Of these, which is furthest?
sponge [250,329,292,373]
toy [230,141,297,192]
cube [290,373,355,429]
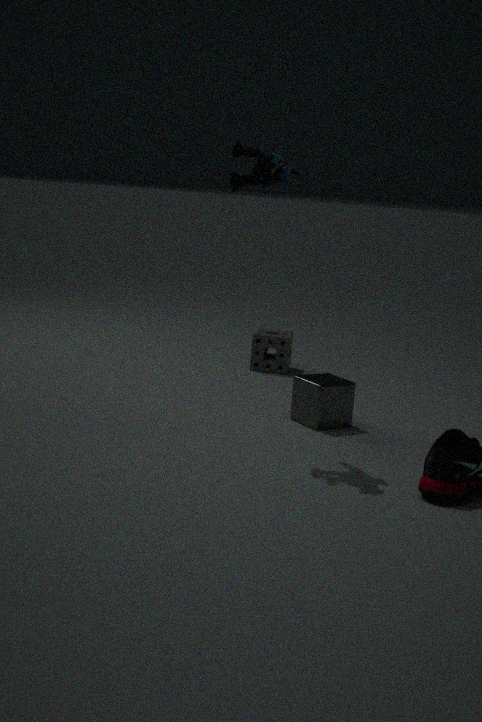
sponge [250,329,292,373]
